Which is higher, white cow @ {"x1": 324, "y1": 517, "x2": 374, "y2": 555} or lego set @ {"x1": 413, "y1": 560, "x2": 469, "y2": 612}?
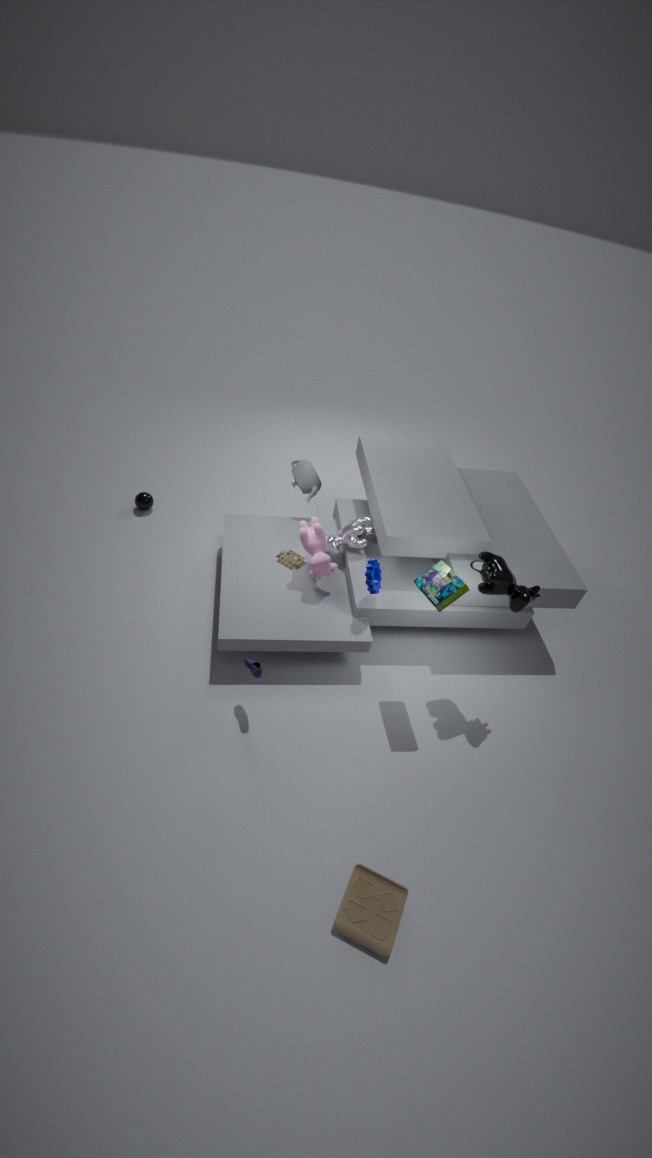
lego set @ {"x1": 413, "y1": 560, "x2": 469, "y2": 612}
